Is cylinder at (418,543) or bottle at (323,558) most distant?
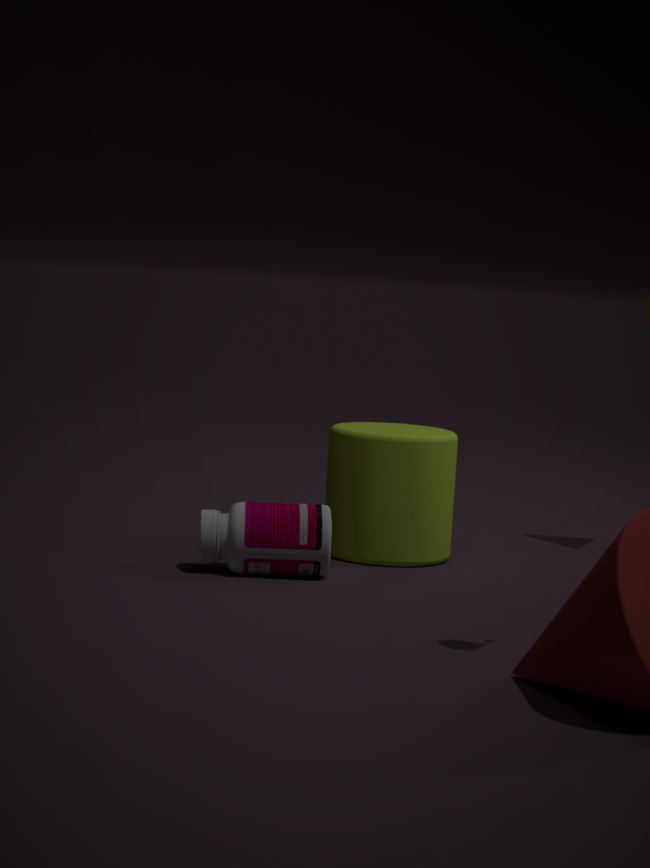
cylinder at (418,543)
